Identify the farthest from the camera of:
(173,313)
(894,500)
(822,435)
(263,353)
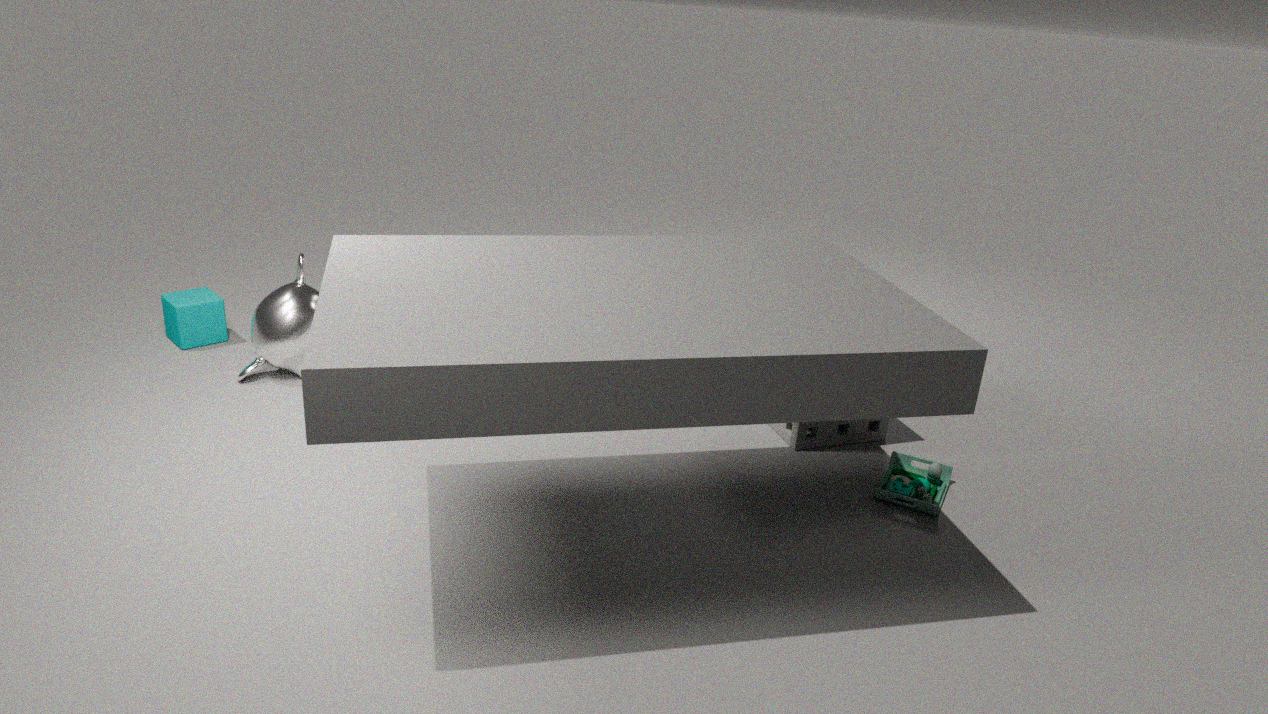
(173,313)
